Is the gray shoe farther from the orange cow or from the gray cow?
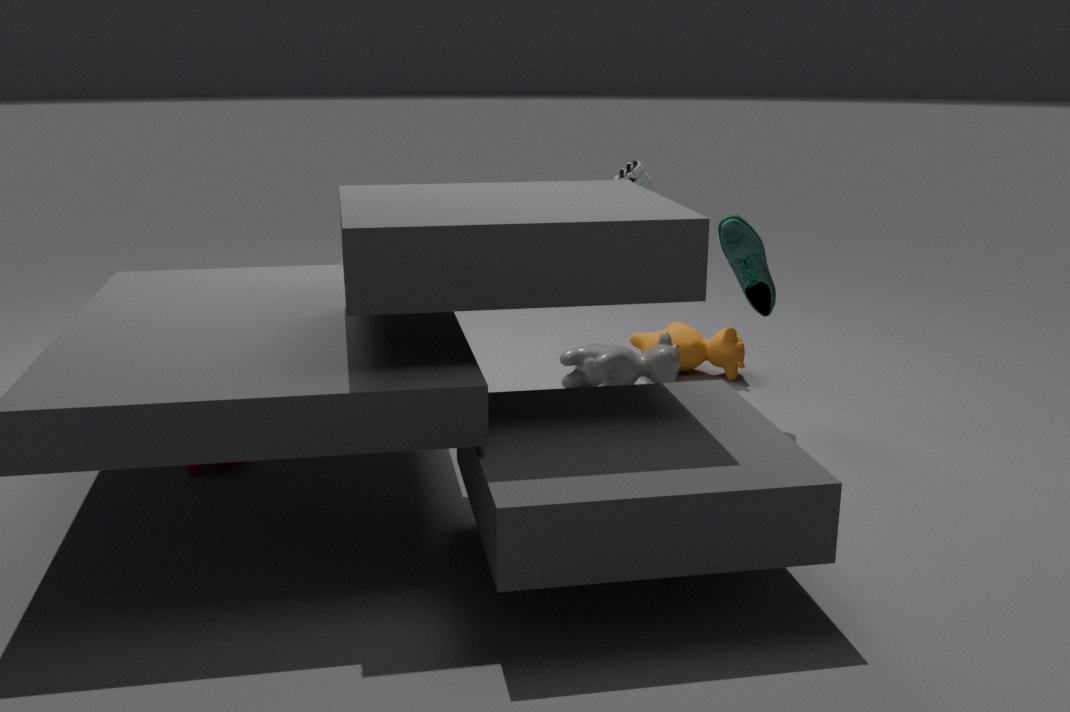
the orange cow
